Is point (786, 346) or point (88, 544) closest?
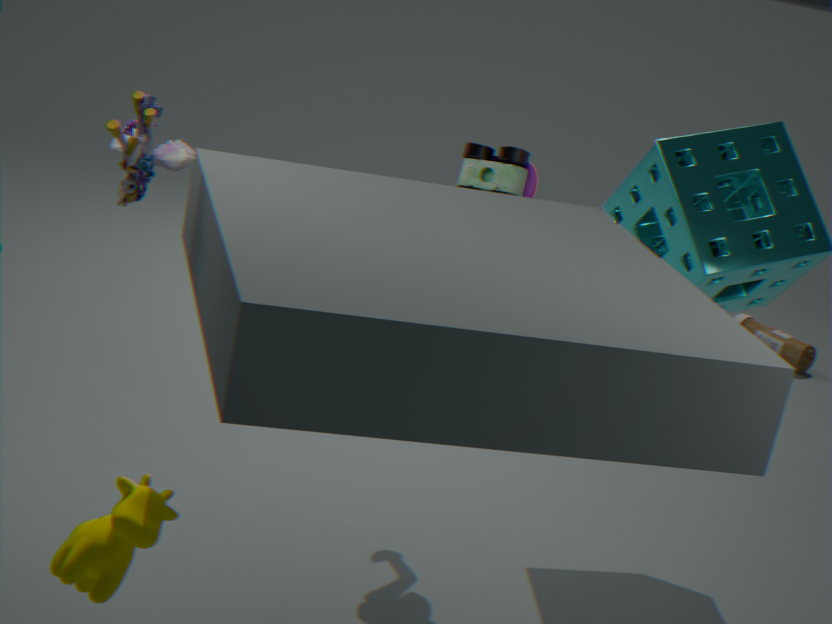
point (88, 544)
